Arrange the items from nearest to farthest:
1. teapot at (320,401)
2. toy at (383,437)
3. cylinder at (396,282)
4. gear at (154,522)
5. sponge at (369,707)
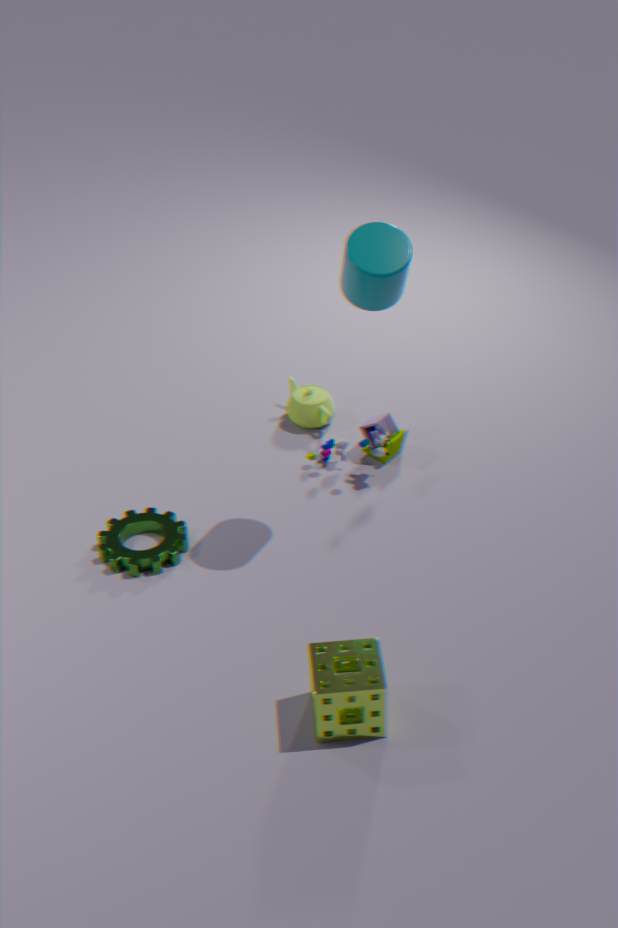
sponge at (369,707)
cylinder at (396,282)
gear at (154,522)
toy at (383,437)
teapot at (320,401)
